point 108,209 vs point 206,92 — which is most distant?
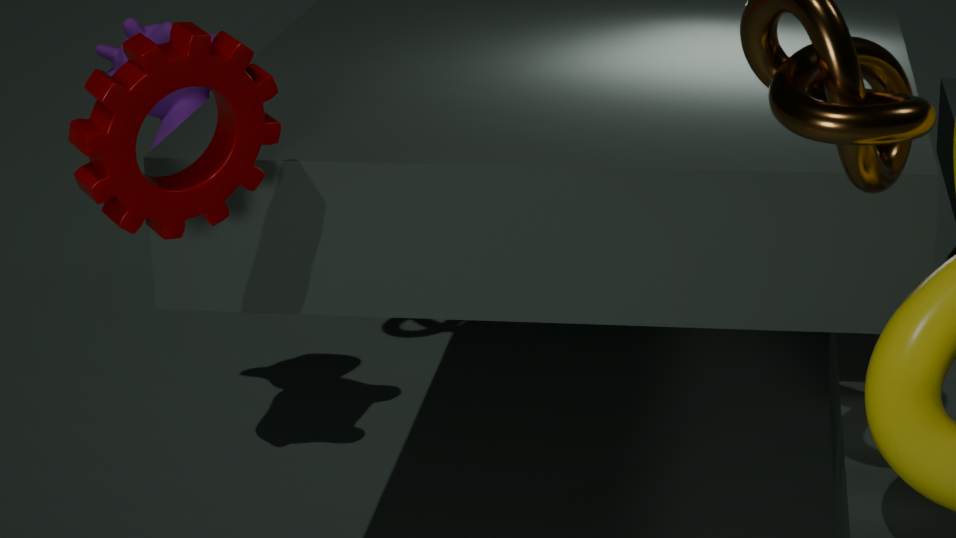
point 206,92
